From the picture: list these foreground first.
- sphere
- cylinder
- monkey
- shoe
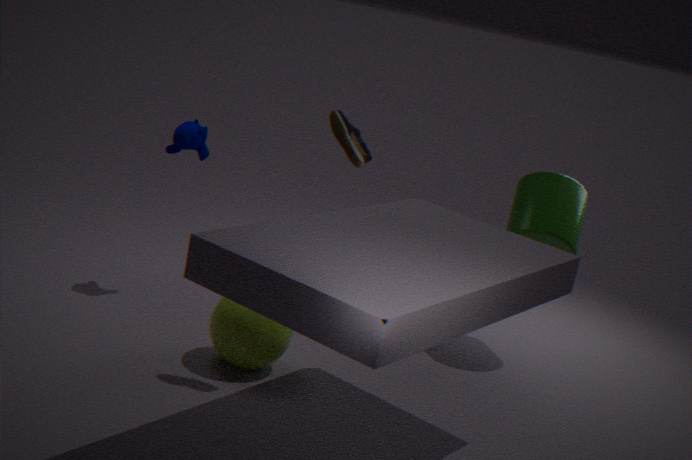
shoe
sphere
monkey
cylinder
